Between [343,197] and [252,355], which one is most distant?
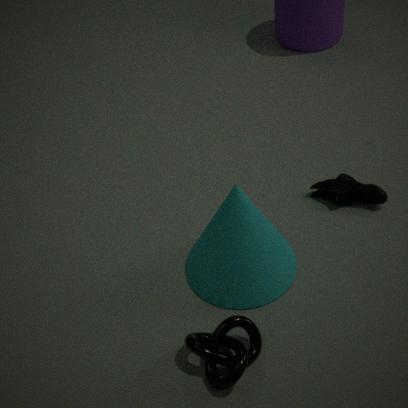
[343,197]
